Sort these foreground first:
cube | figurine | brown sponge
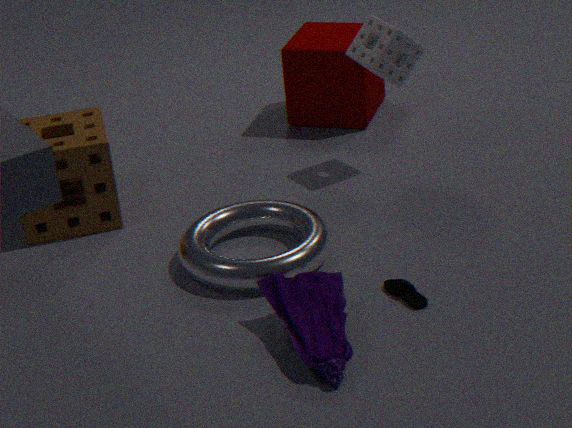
figurine < brown sponge < cube
